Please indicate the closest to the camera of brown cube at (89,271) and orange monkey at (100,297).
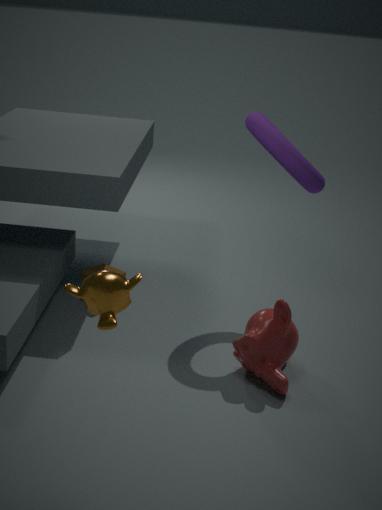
orange monkey at (100,297)
